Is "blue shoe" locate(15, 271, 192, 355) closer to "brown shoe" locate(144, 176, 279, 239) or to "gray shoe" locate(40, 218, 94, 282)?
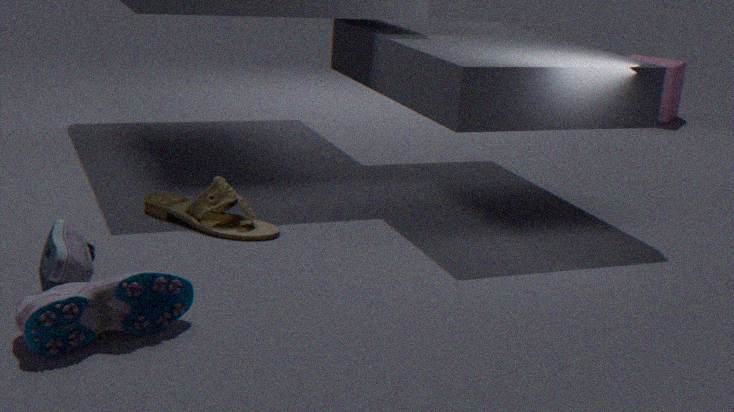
"gray shoe" locate(40, 218, 94, 282)
